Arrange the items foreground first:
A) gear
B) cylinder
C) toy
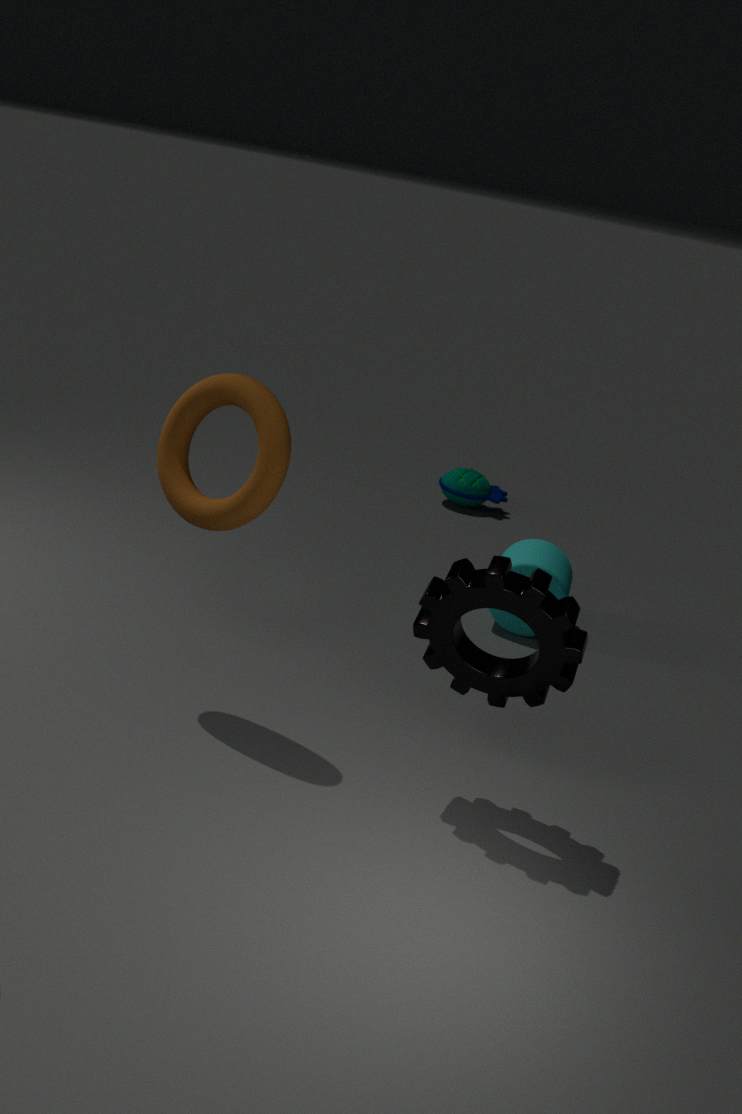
gear
cylinder
toy
